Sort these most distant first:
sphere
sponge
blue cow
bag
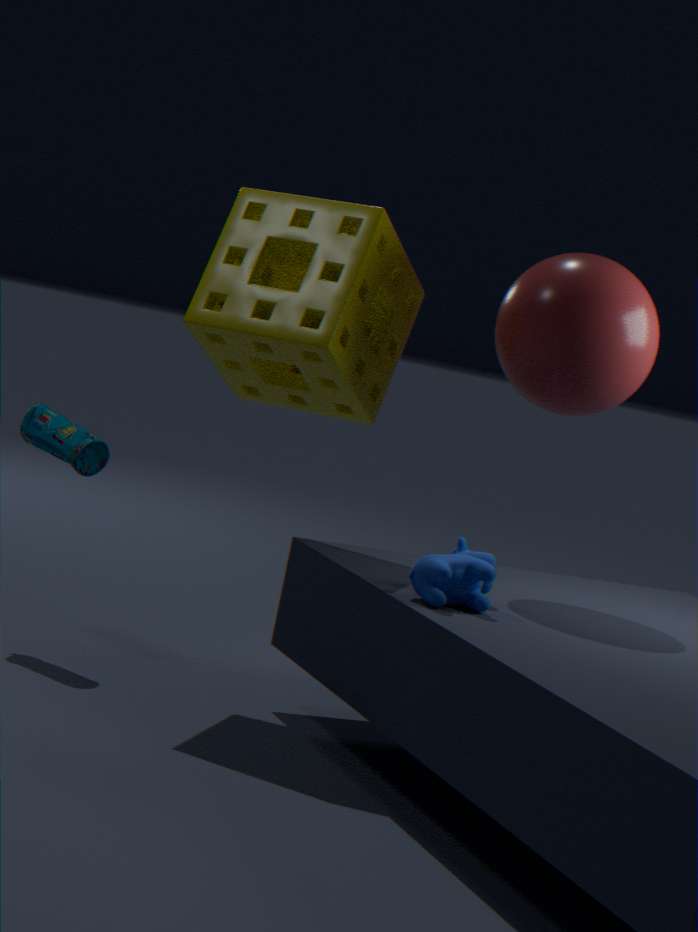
bag < sponge < sphere < blue cow
